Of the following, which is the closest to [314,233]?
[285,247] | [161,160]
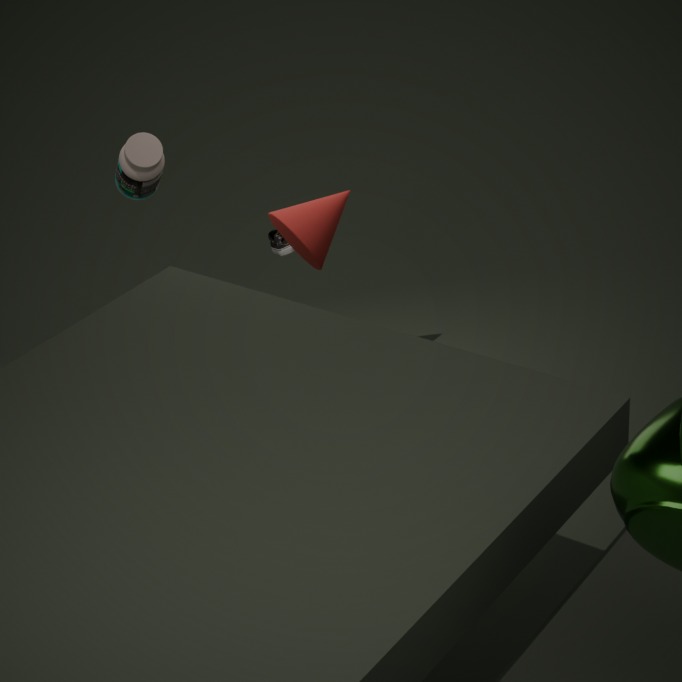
[285,247]
